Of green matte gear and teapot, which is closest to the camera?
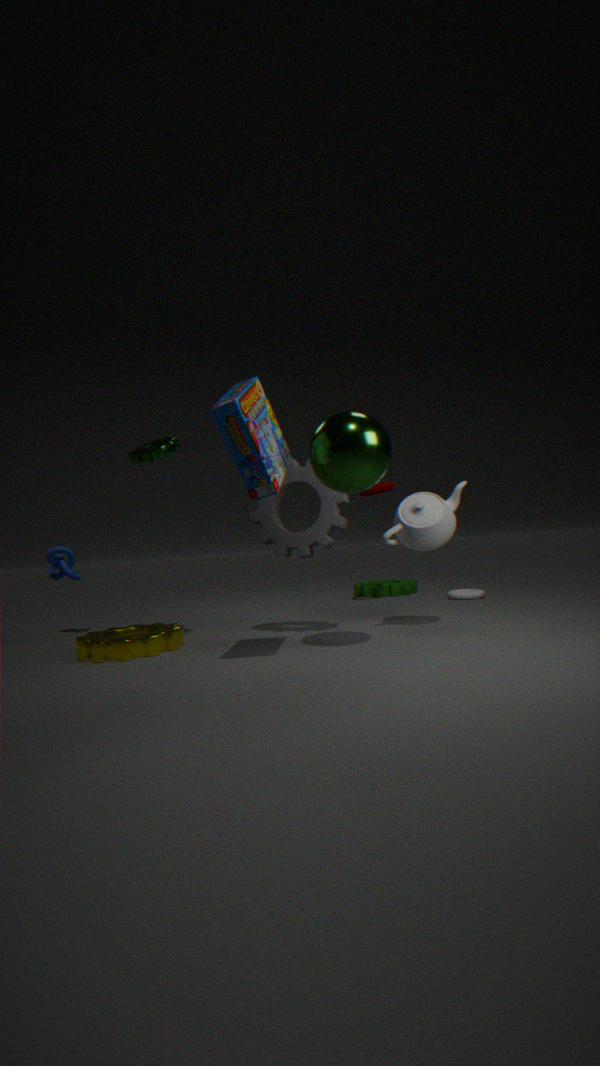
teapot
